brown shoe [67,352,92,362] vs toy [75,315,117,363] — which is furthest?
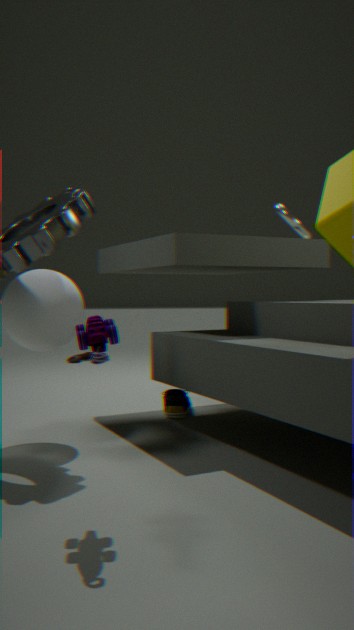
brown shoe [67,352,92,362]
